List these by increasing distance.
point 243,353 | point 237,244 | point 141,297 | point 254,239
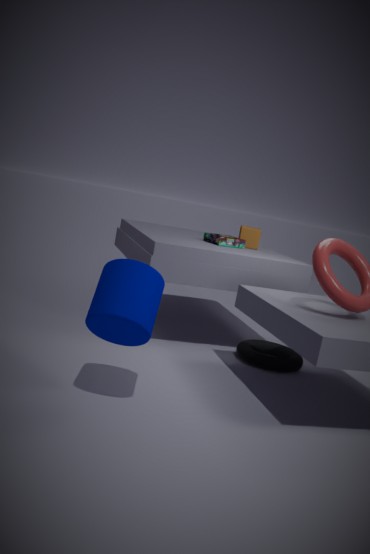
point 141,297 < point 243,353 < point 237,244 < point 254,239
